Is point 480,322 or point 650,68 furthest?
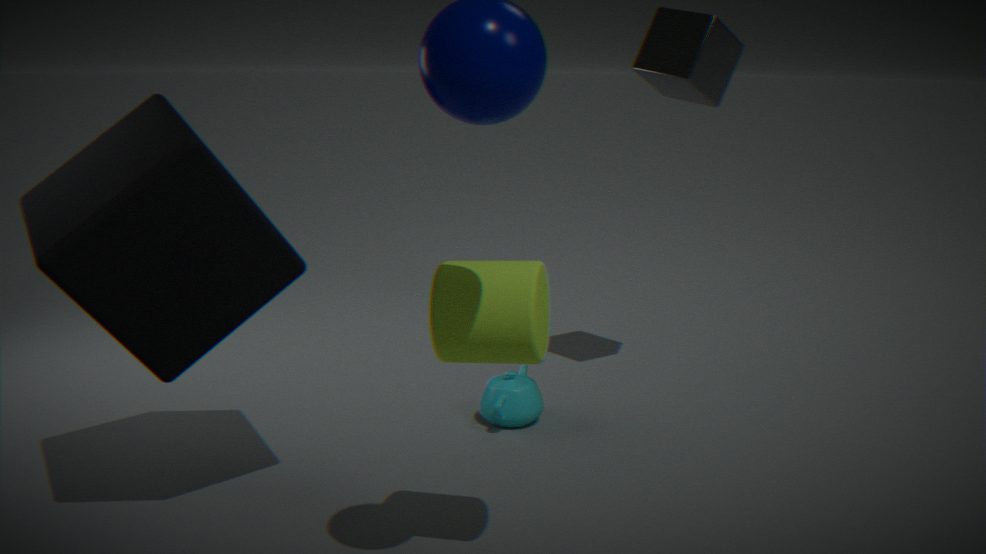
point 650,68
